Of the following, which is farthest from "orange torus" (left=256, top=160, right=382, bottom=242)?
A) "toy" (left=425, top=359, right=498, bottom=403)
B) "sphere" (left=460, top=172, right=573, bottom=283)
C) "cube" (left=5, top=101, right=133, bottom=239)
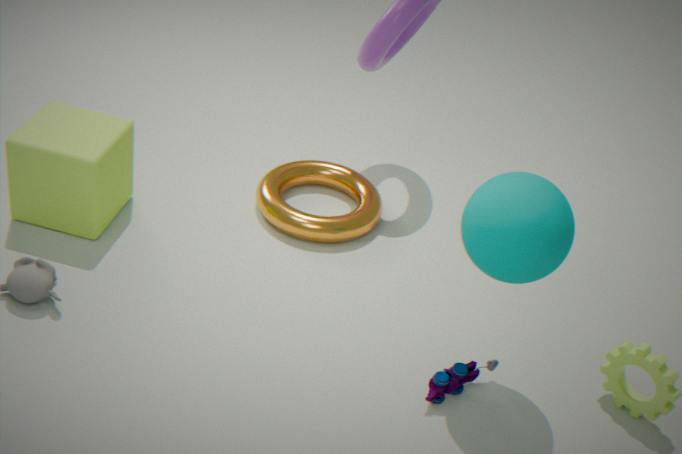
"toy" (left=425, top=359, right=498, bottom=403)
